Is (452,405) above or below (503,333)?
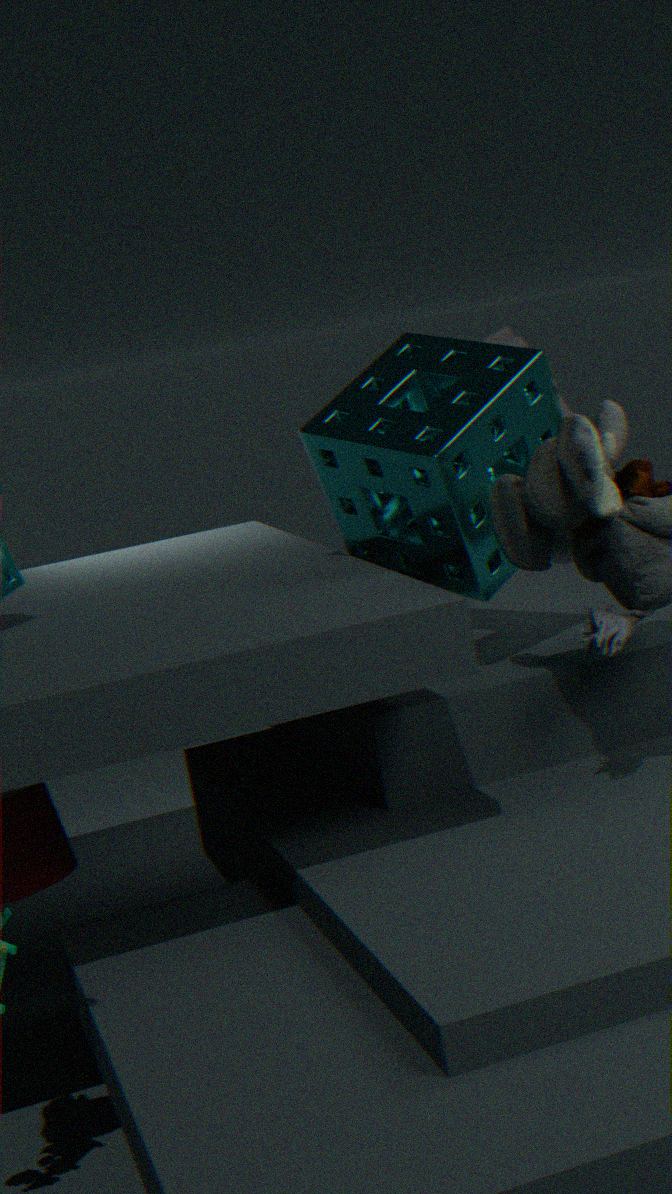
above
